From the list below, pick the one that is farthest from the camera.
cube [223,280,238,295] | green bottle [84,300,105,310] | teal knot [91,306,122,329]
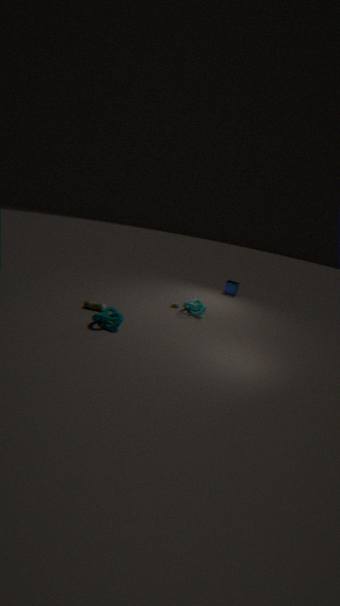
cube [223,280,238,295]
